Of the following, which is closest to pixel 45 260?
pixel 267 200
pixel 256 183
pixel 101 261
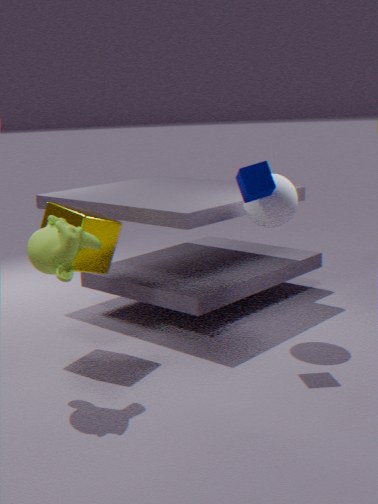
pixel 101 261
